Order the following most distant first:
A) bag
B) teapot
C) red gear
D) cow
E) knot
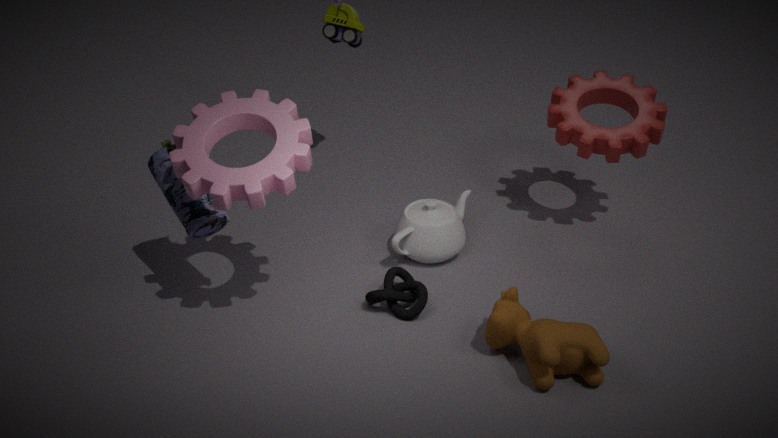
red gear, teapot, knot, bag, cow
